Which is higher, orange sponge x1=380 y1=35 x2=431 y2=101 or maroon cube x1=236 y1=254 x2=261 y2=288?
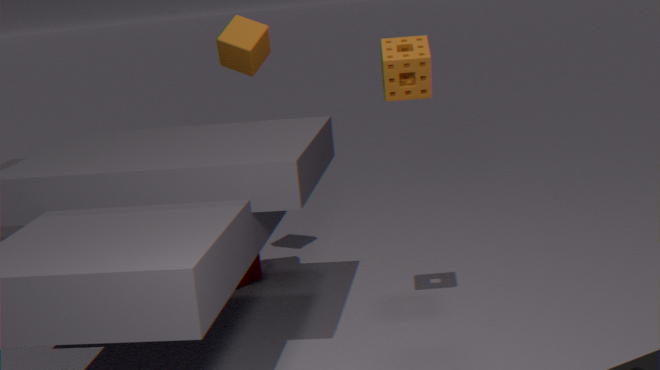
orange sponge x1=380 y1=35 x2=431 y2=101
